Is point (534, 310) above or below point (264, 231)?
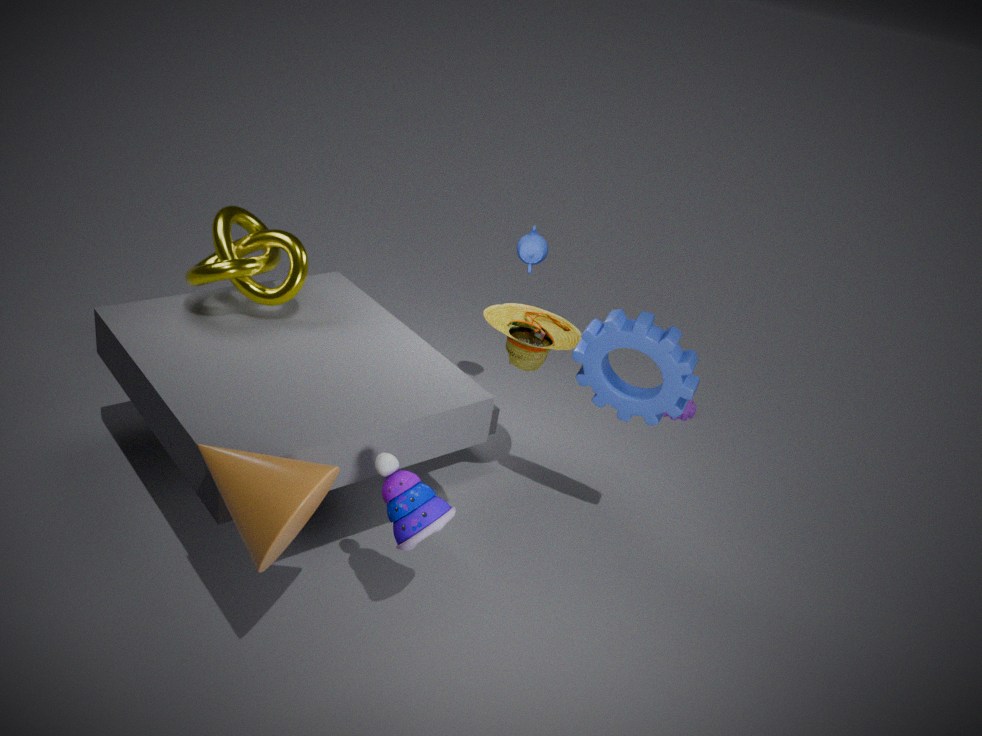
below
